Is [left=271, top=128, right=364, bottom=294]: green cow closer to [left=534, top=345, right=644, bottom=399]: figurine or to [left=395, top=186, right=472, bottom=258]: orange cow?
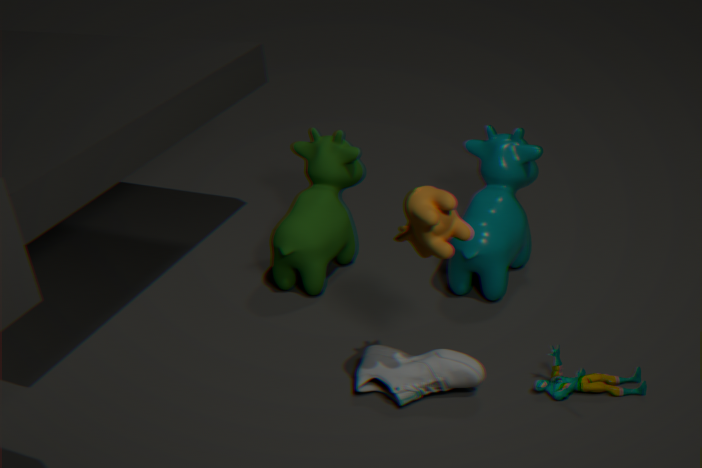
[left=395, top=186, right=472, bottom=258]: orange cow
